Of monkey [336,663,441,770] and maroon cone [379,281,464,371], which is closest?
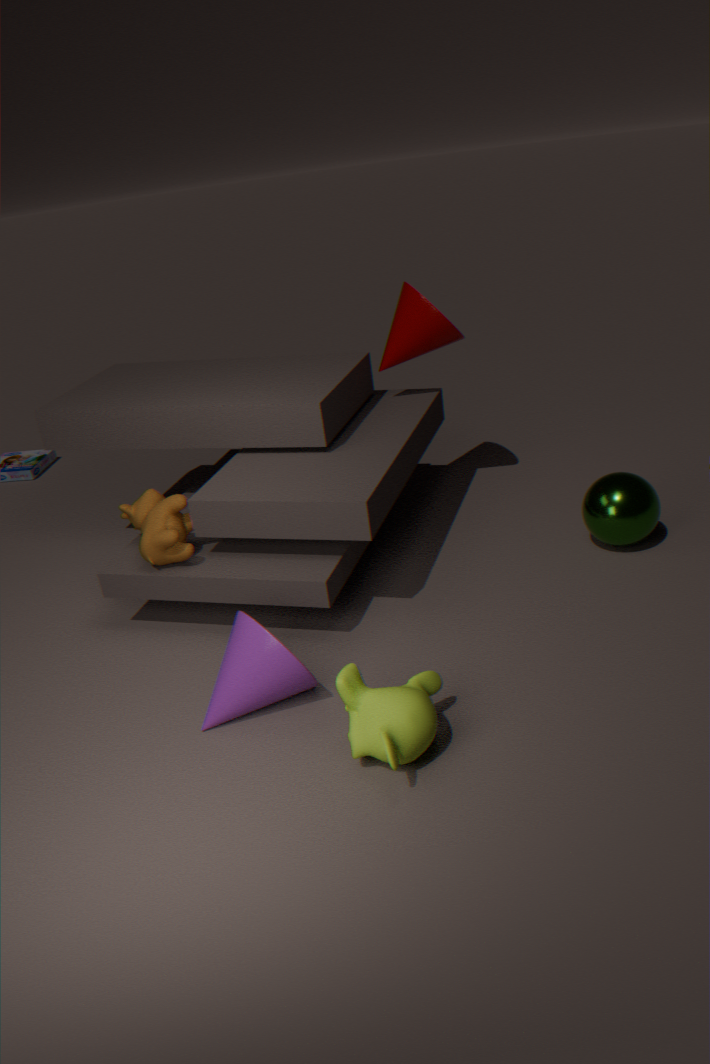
monkey [336,663,441,770]
